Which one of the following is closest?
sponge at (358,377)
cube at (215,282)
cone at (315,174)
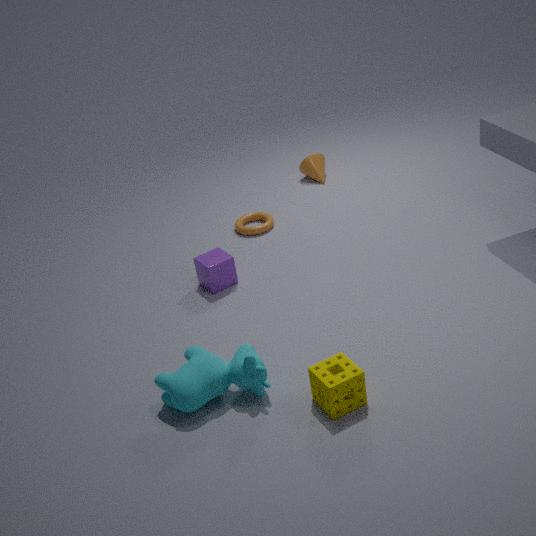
sponge at (358,377)
